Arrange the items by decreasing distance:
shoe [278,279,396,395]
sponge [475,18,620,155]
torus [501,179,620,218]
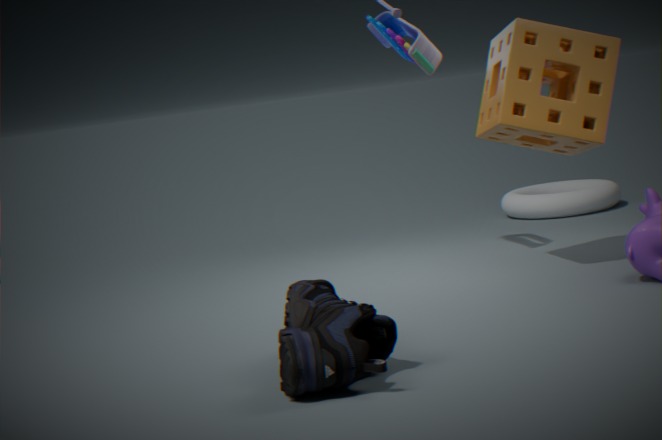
torus [501,179,620,218] → sponge [475,18,620,155] → shoe [278,279,396,395]
